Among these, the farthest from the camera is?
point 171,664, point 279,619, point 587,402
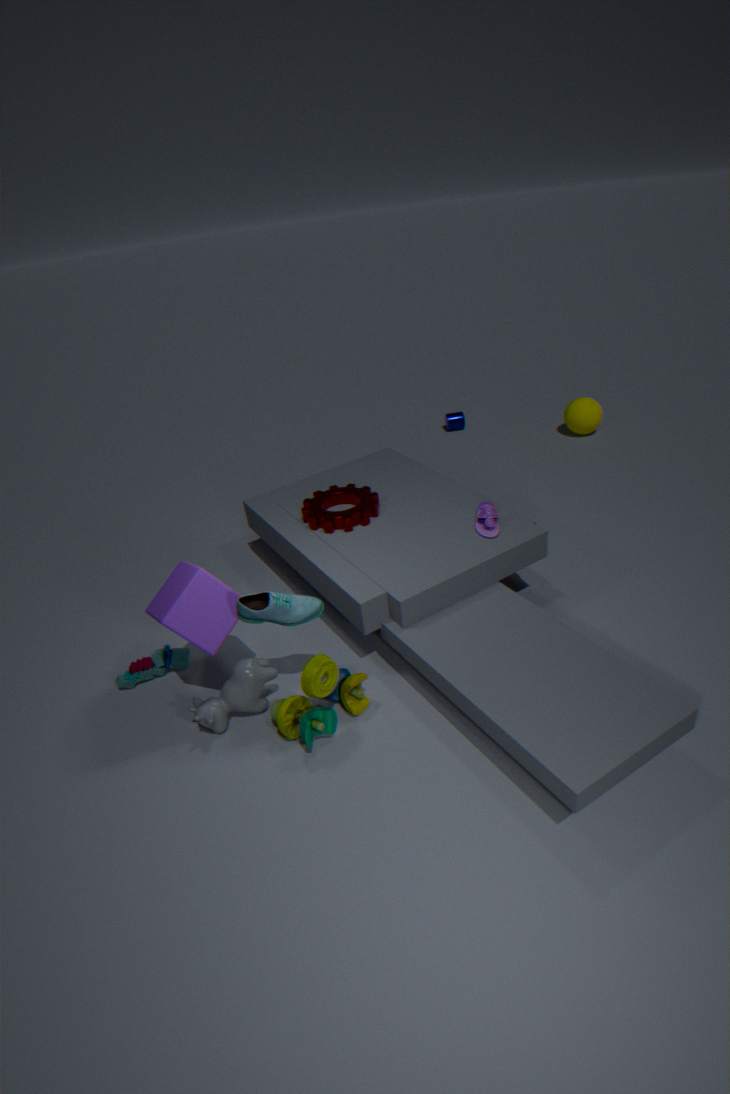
point 587,402
